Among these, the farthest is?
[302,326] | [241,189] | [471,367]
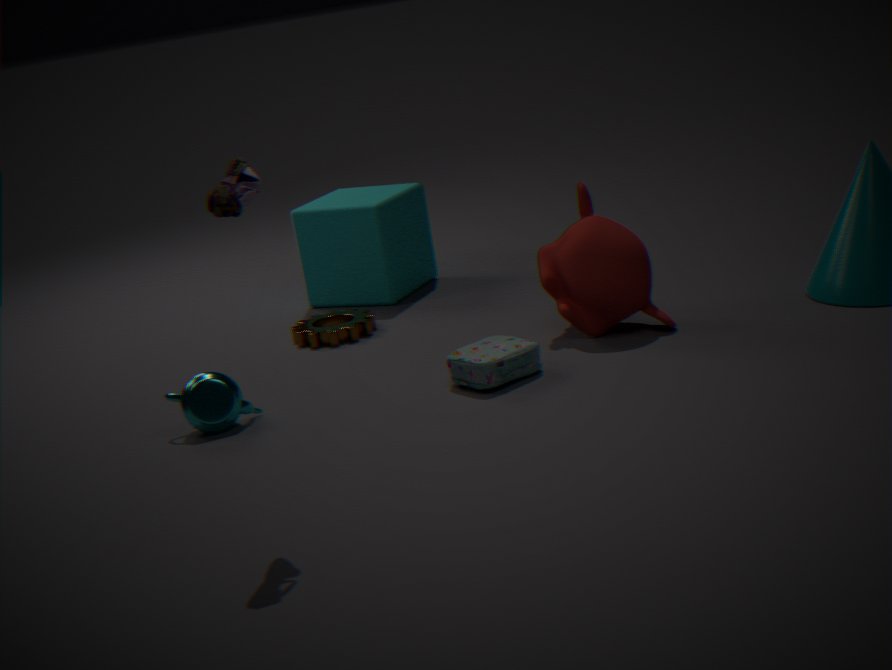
[302,326]
